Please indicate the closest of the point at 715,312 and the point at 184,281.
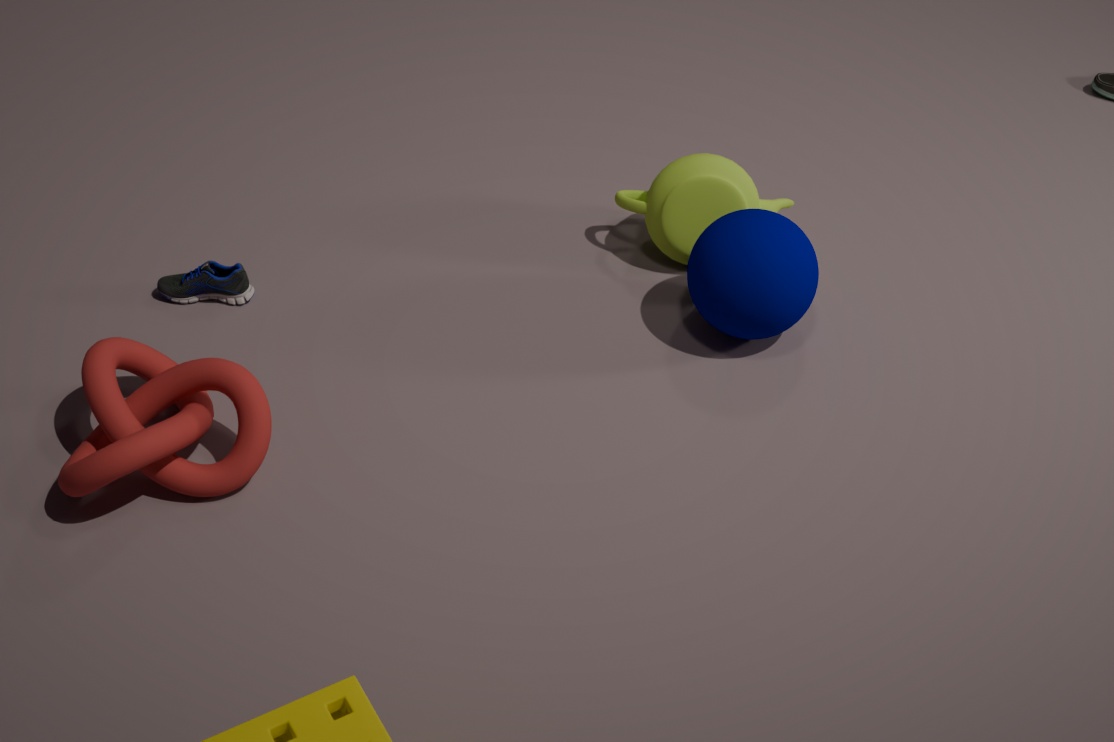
the point at 715,312
